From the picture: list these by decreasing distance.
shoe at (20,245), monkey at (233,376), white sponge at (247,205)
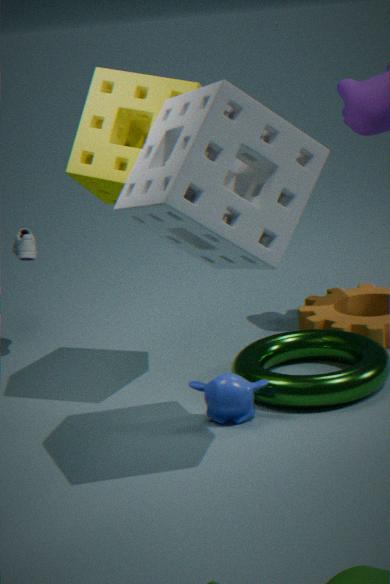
1. shoe at (20,245)
2. monkey at (233,376)
3. white sponge at (247,205)
